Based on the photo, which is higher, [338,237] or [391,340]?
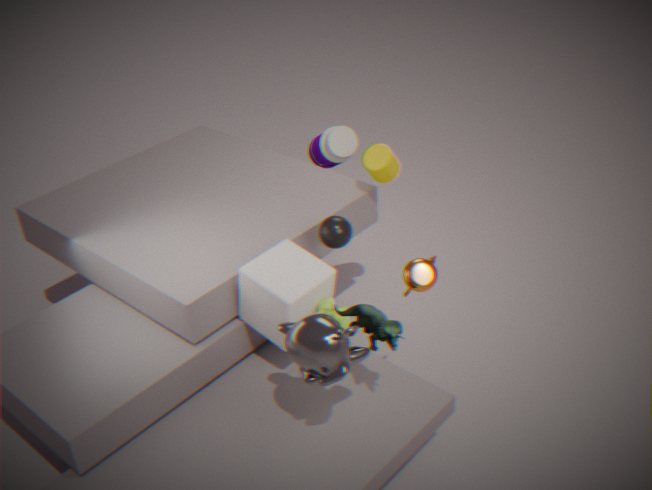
[338,237]
